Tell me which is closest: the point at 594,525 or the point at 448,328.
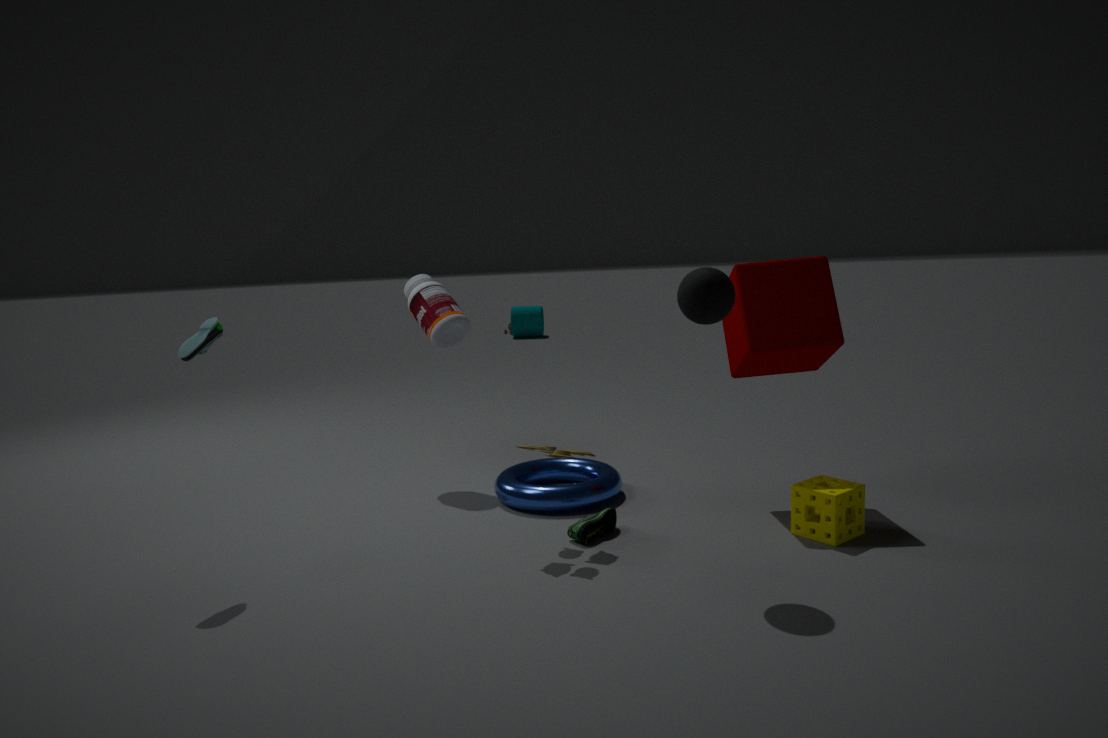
the point at 594,525
